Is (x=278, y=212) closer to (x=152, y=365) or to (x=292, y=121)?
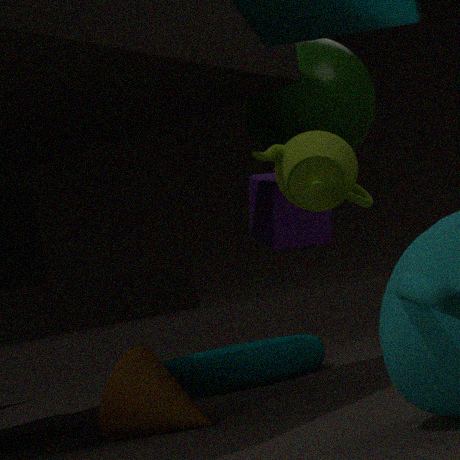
(x=292, y=121)
